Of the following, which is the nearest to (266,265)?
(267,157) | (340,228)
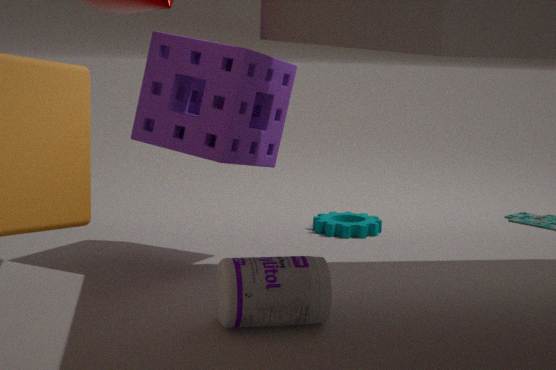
(267,157)
